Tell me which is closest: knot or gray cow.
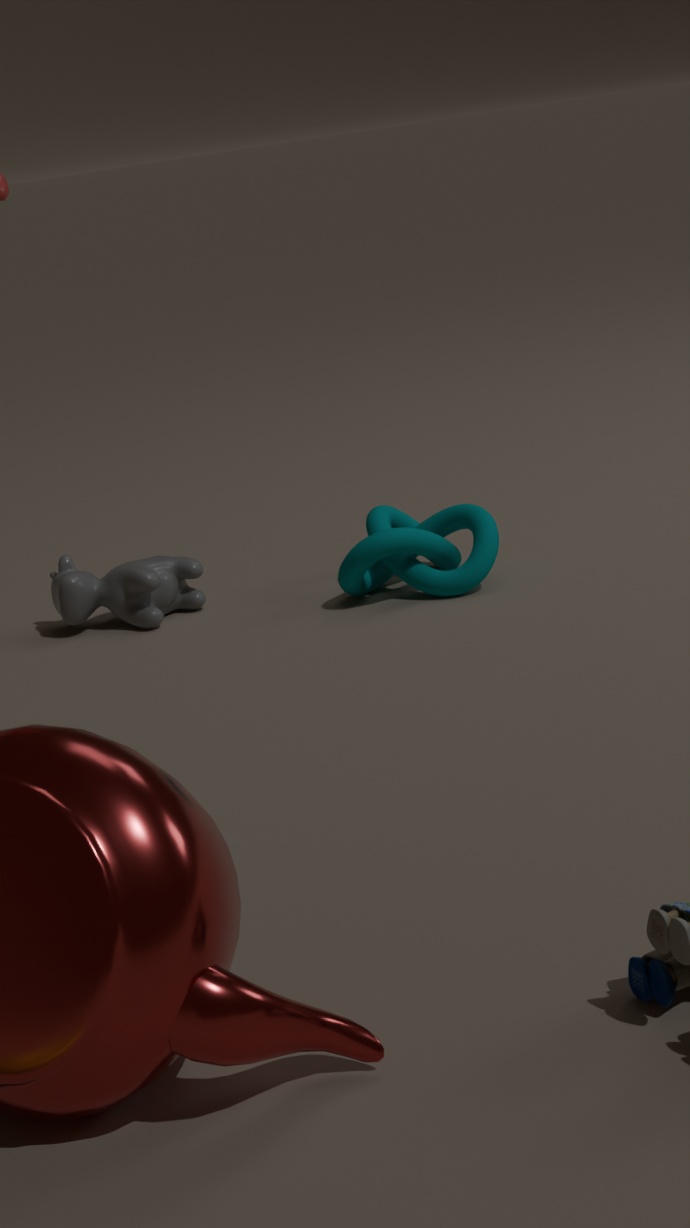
knot
